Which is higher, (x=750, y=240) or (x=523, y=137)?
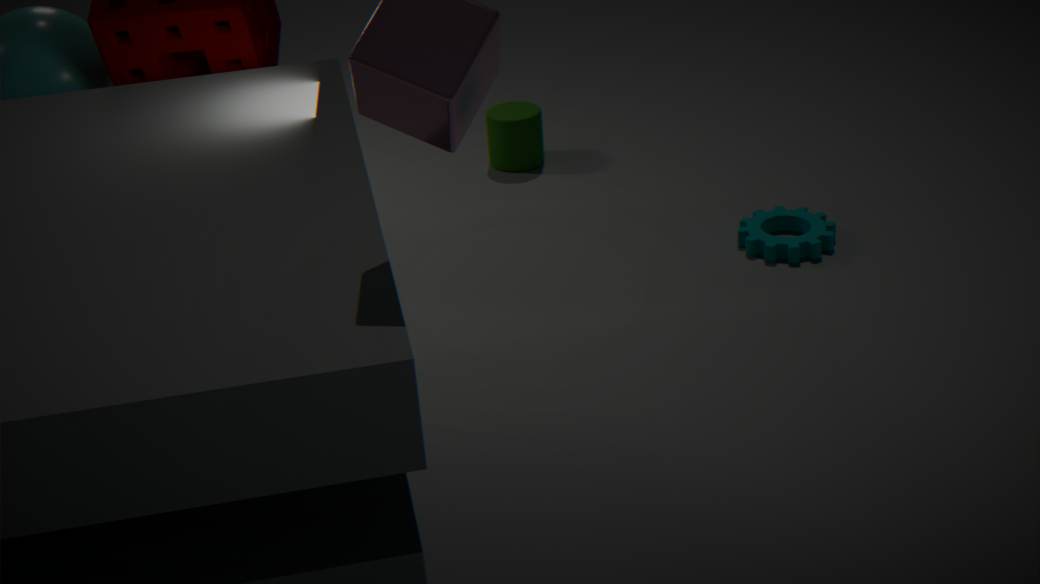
(x=523, y=137)
